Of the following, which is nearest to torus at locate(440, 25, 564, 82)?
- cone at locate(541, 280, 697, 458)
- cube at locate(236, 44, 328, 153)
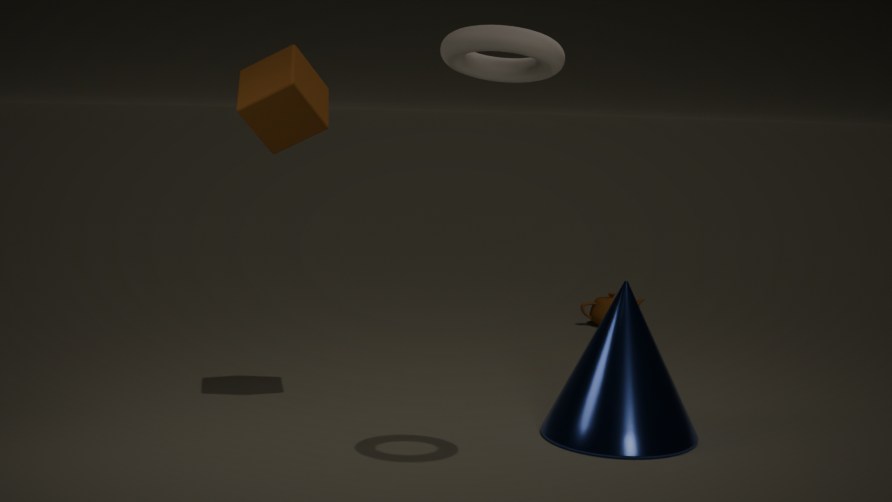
cube at locate(236, 44, 328, 153)
